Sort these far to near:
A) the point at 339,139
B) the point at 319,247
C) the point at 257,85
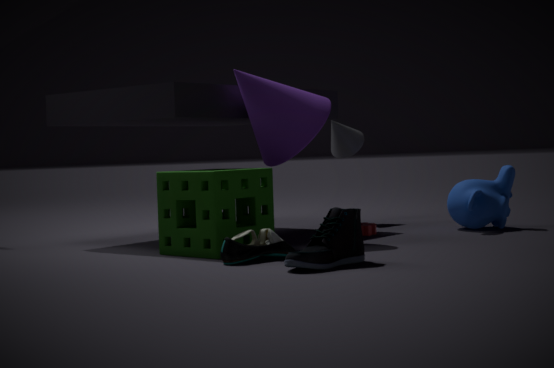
the point at 339,139
the point at 257,85
the point at 319,247
